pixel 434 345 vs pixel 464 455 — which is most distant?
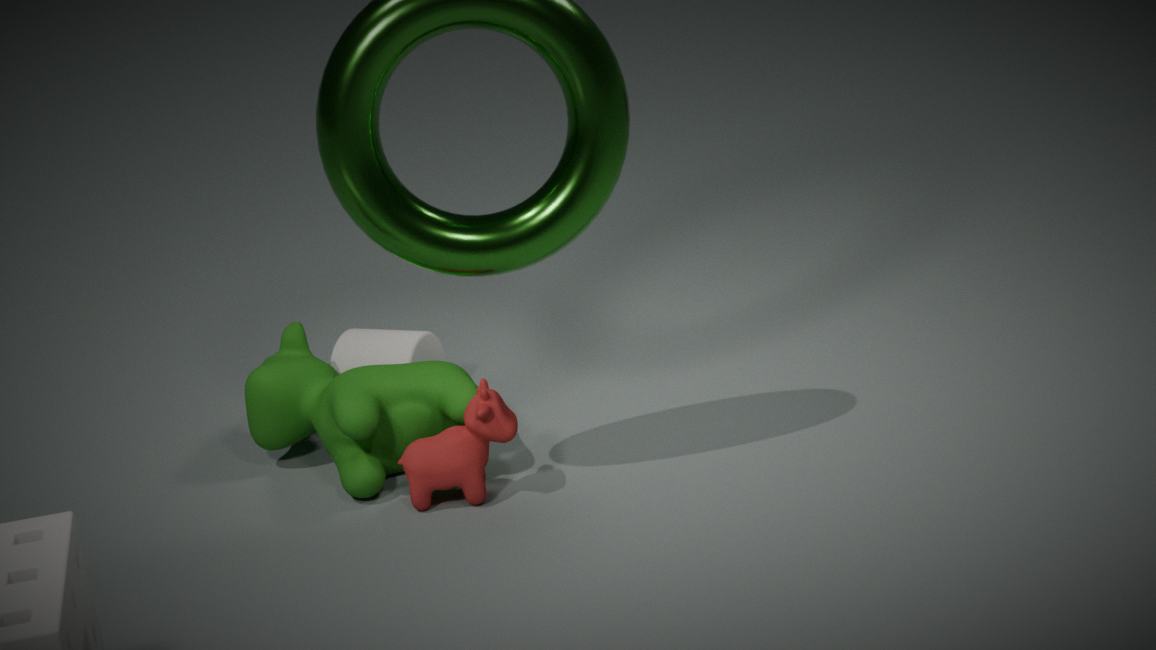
pixel 434 345
